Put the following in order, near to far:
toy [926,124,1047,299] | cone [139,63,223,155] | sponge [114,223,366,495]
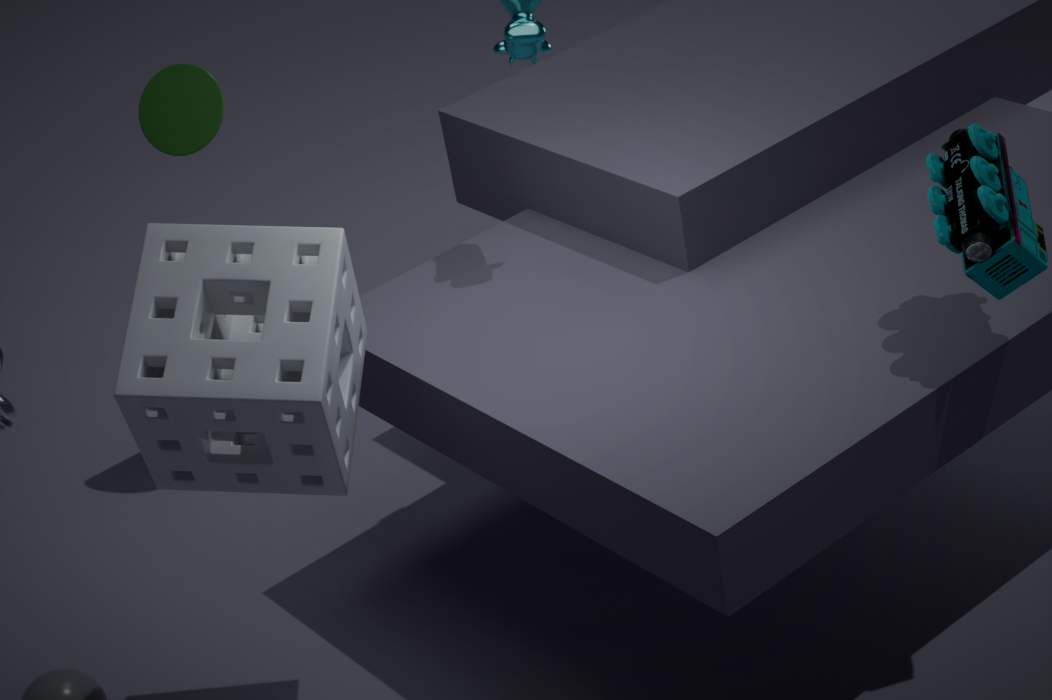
sponge [114,223,366,495], toy [926,124,1047,299], cone [139,63,223,155]
